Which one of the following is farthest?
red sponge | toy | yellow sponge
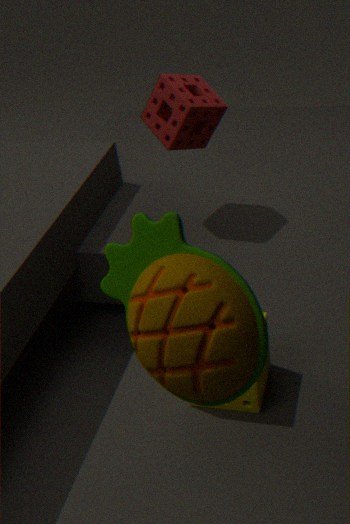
red sponge
